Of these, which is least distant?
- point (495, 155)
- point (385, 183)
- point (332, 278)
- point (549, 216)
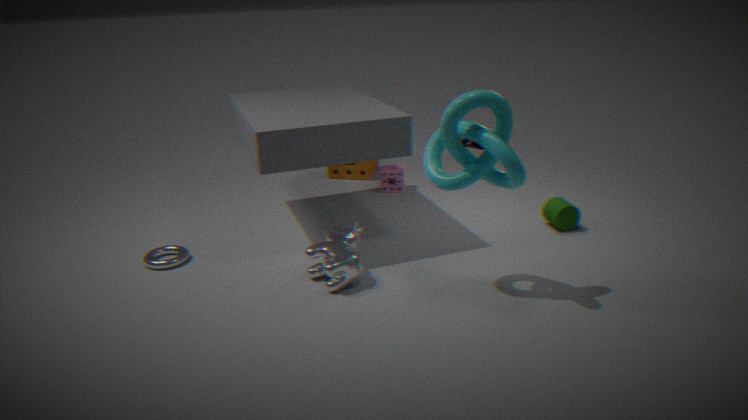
point (495, 155)
